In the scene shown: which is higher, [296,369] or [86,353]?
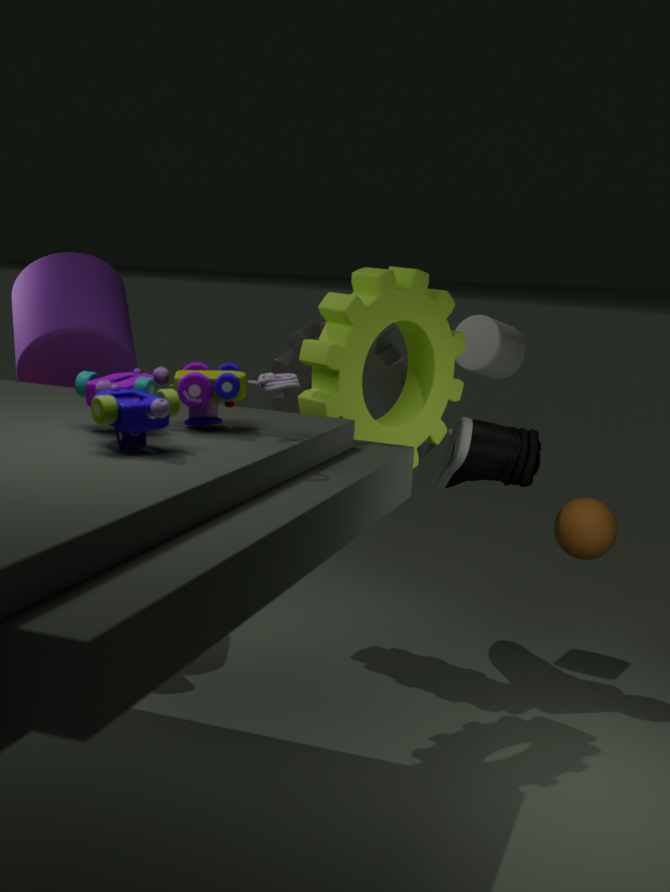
[86,353]
